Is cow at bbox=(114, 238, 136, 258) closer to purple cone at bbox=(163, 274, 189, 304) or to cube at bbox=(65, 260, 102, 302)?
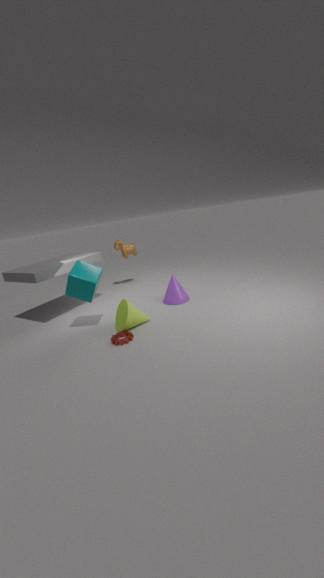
purple cone at bbox=(163, 274, 189, 304)
